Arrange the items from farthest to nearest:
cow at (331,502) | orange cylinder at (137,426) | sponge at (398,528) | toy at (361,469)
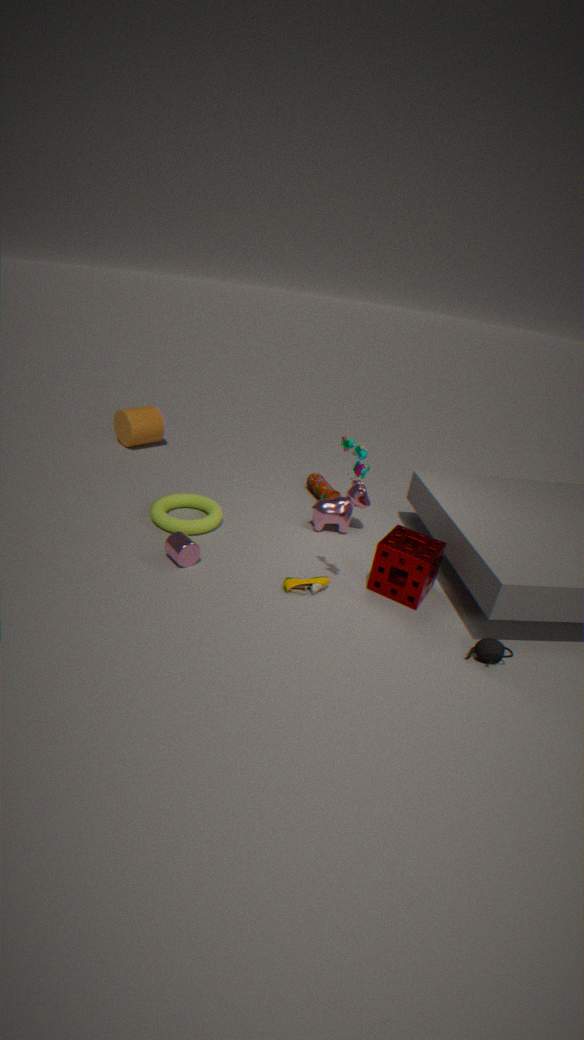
orange cylinder at (137,426) < cow at (331,502) < sponge at (398,528) < toy at (361,469)
